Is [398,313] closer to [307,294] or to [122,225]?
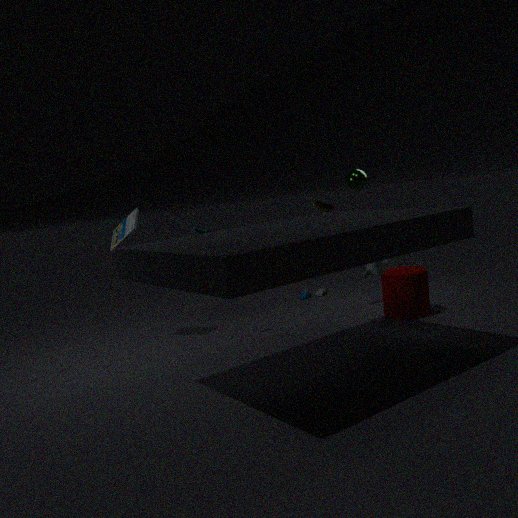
[307,294]
